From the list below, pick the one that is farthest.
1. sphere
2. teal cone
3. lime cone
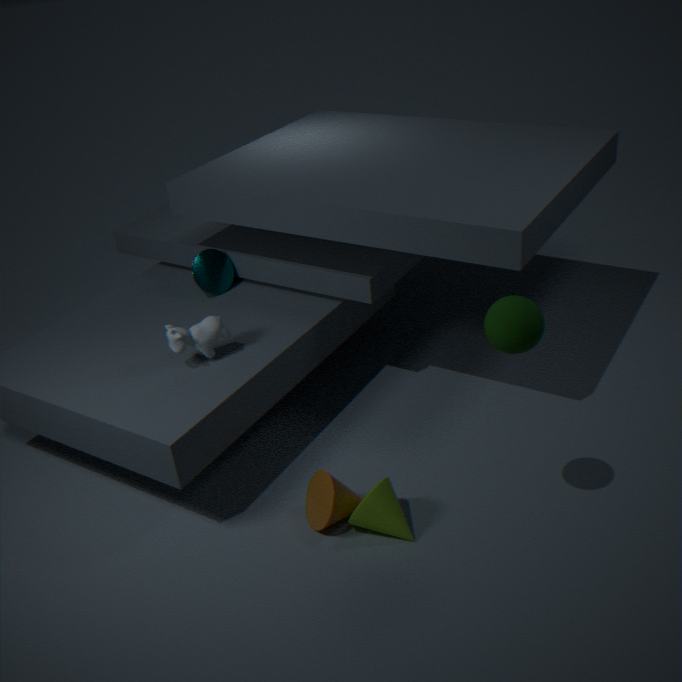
teal cone
